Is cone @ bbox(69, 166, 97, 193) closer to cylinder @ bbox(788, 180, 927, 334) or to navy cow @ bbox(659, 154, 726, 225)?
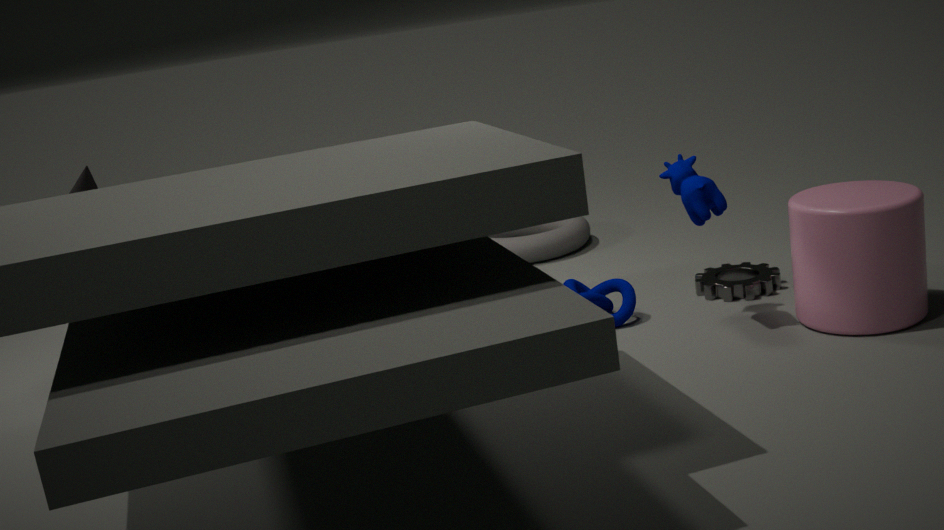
navy cow @ bbox(659, 154, 726, 225)
